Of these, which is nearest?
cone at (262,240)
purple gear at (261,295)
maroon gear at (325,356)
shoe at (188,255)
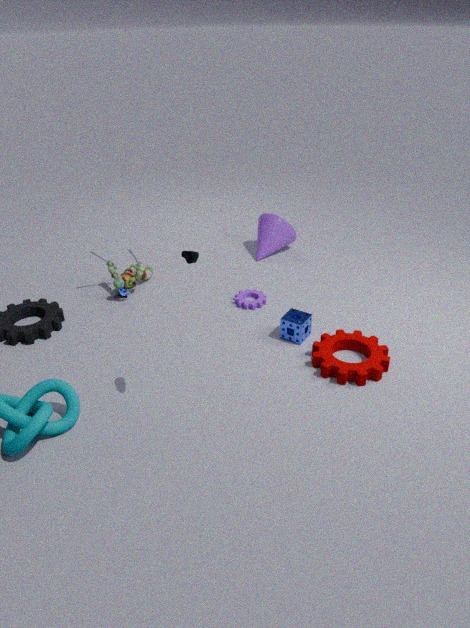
shoe at (188,255)
